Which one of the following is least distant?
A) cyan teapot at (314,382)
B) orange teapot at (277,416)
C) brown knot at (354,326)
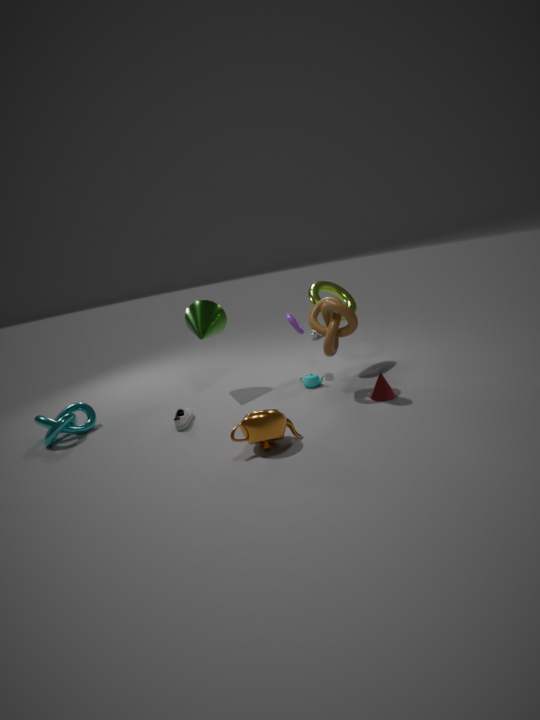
orange teapot at (277,416)
